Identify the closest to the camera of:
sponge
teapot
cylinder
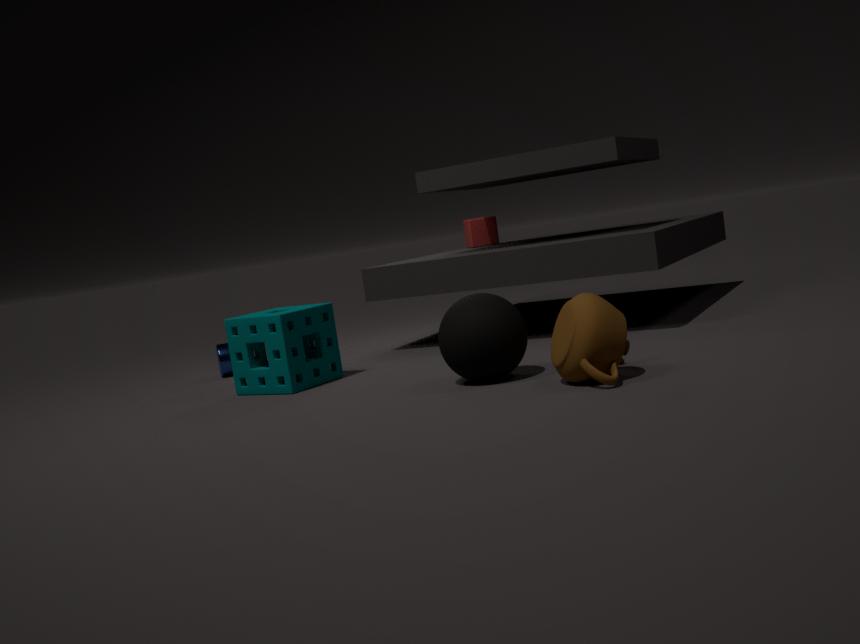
teapot
